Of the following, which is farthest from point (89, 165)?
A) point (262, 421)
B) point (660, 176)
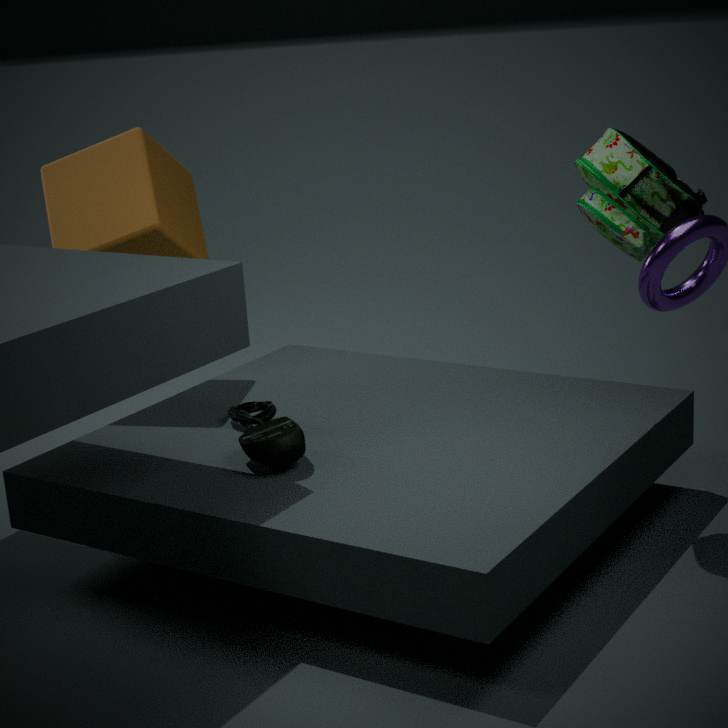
point (660, 176)
